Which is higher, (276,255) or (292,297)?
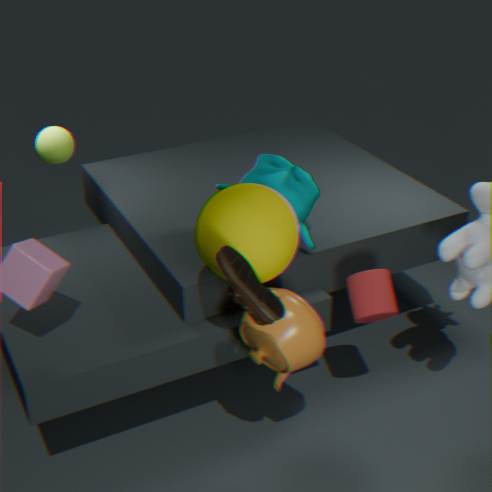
(276,255)
